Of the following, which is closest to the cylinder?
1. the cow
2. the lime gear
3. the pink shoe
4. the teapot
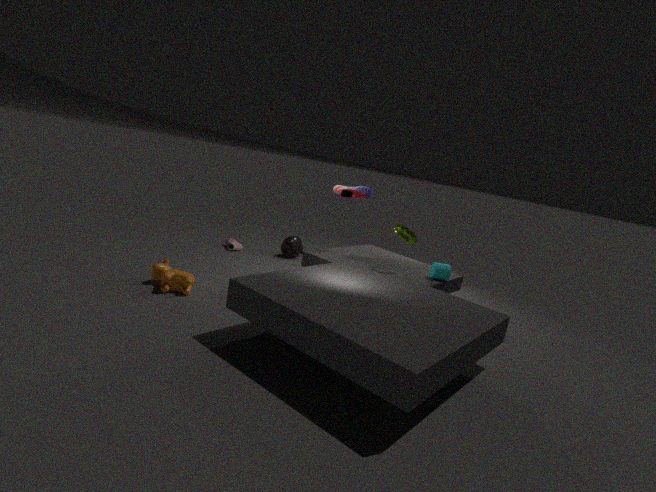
the lime gear
